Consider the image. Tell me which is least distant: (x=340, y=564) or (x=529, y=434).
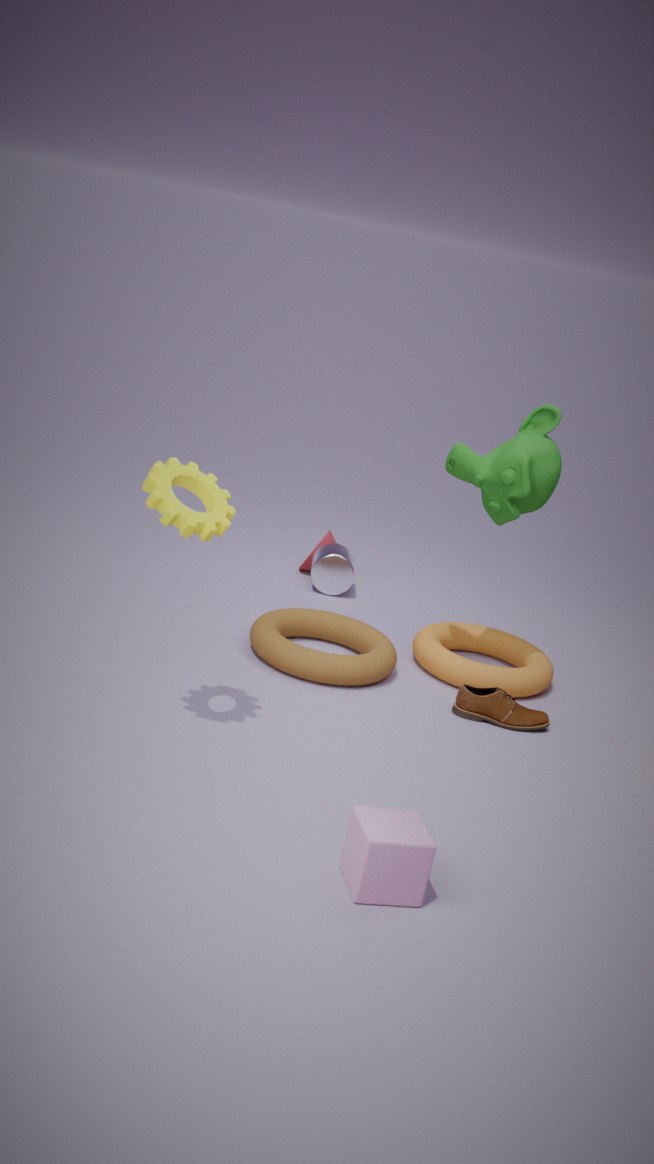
(x=529, y=434)
